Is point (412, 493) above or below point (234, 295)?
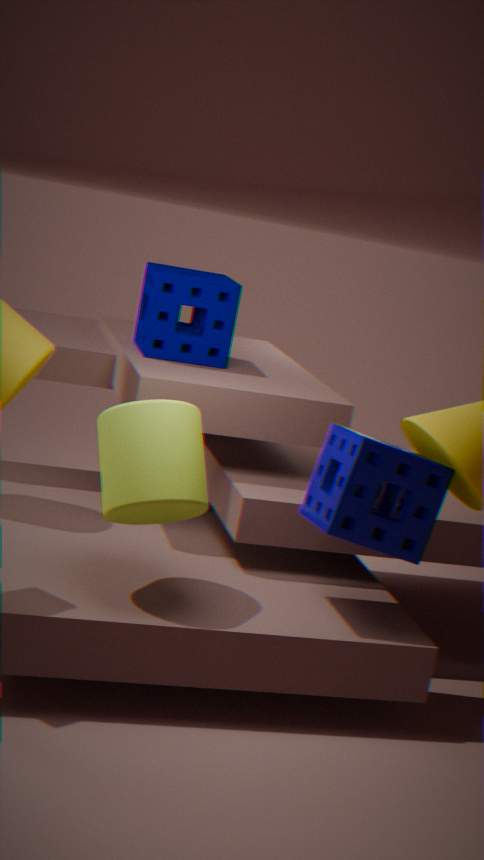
below
